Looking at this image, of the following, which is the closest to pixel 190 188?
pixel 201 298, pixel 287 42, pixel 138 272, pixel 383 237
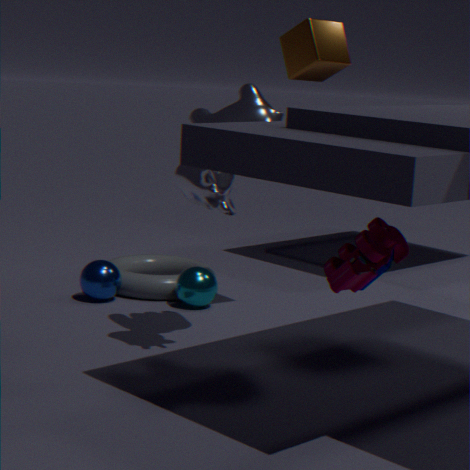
pixel 287 42
